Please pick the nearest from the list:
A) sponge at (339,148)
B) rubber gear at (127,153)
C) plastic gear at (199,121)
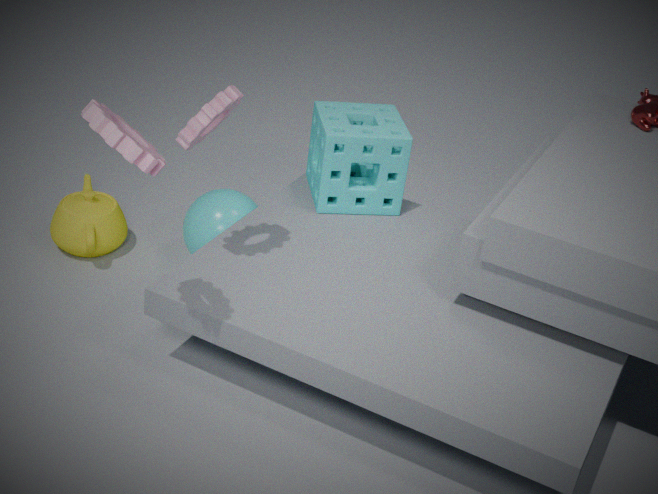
rubber gear at (127,153)
